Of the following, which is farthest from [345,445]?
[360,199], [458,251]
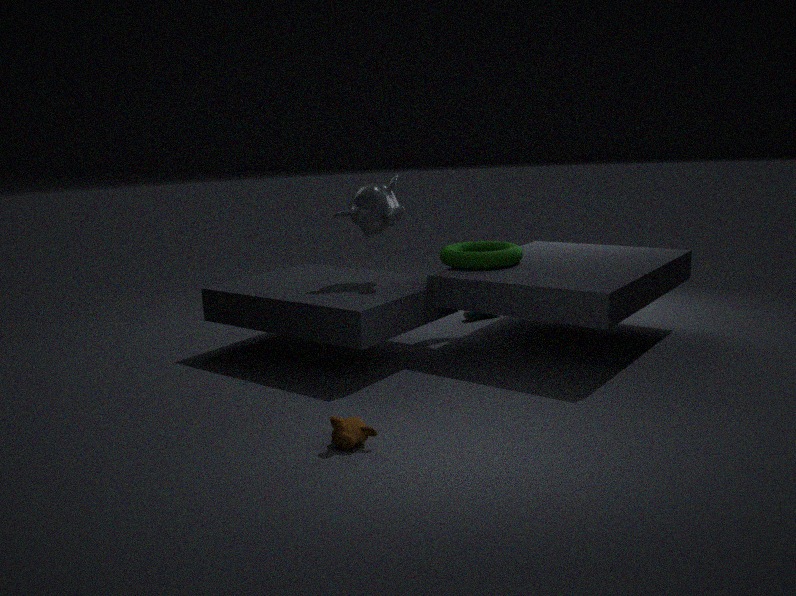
[458,251]
